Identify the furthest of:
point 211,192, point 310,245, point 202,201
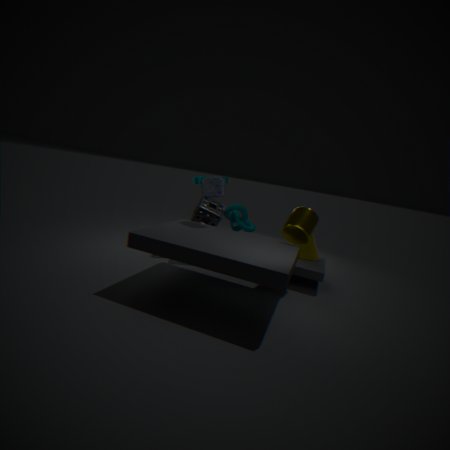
point 310,245
